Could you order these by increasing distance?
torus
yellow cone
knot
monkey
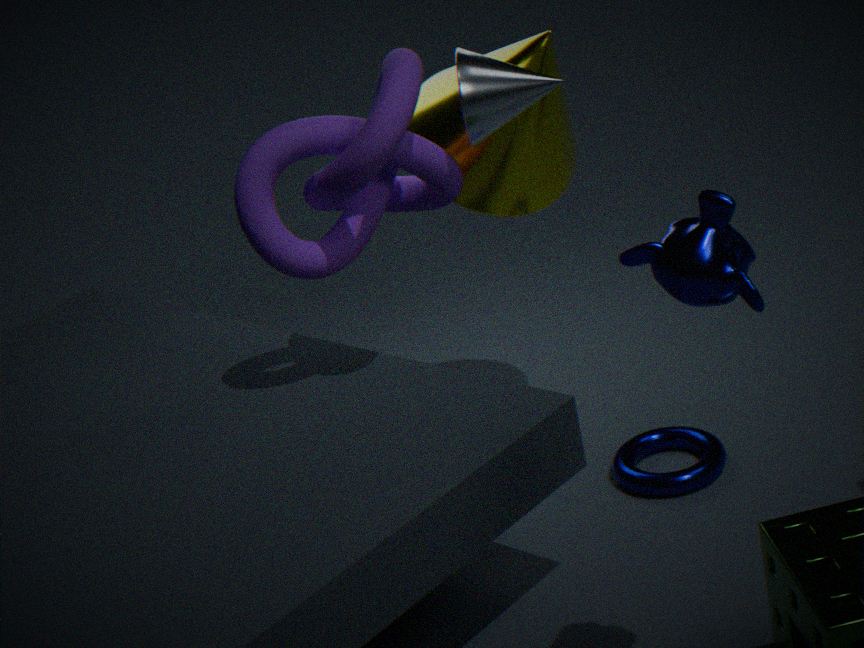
1. monkey
2. knot
3. yellow cone
4. torus
